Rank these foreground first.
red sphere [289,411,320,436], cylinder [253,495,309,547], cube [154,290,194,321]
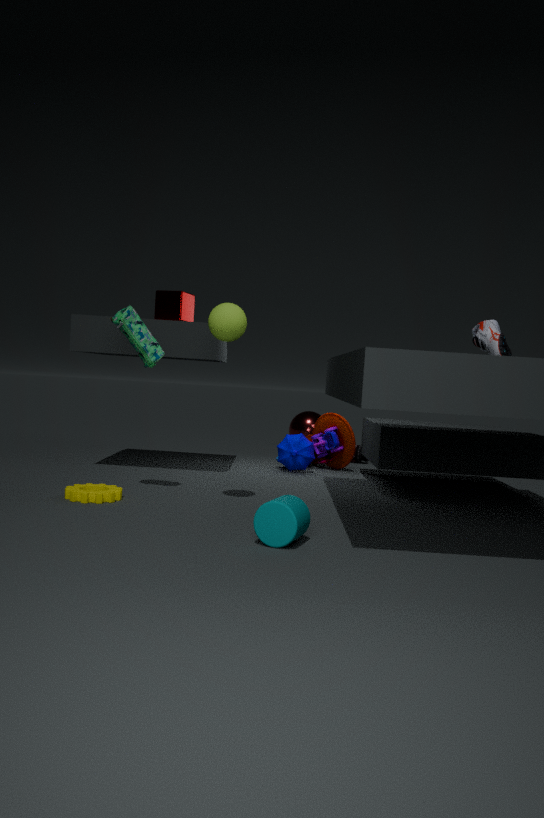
1. cylinder [253,495,309,547]
2. cube [154,290,194,321]
3. red sphere [289,411,320,436]
